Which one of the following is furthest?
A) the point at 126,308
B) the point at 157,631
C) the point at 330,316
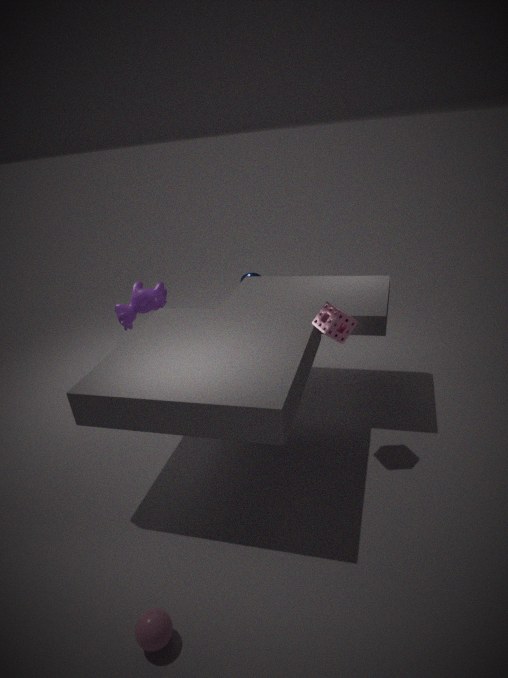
the point at 126,308
